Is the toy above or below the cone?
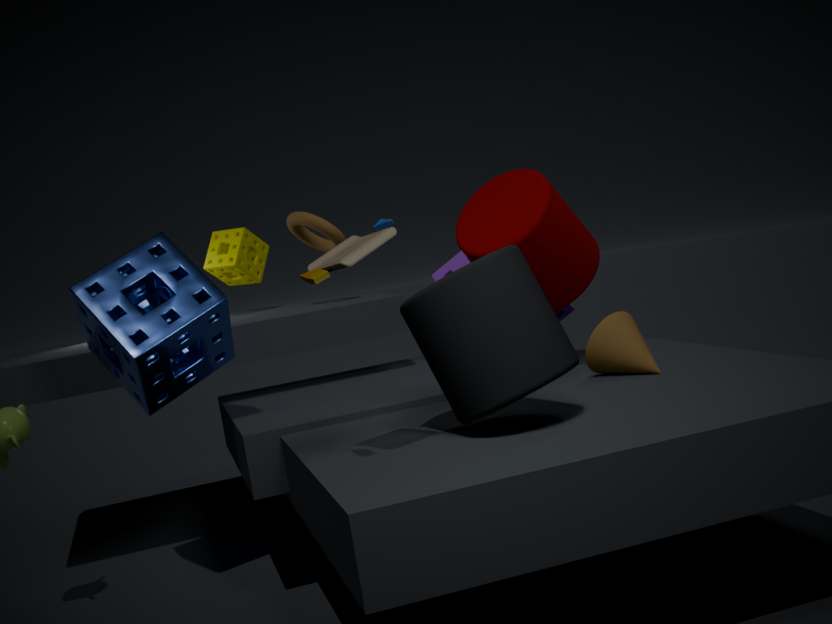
above
